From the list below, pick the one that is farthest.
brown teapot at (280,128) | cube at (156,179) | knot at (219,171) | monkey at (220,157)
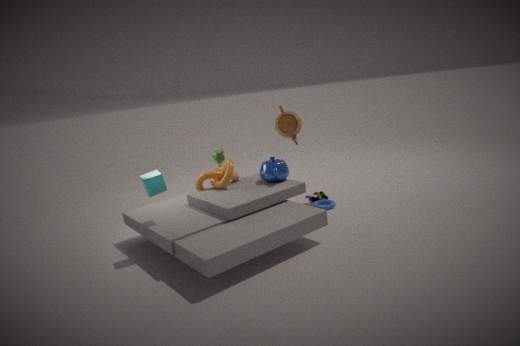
brown teapot at (280,128)
